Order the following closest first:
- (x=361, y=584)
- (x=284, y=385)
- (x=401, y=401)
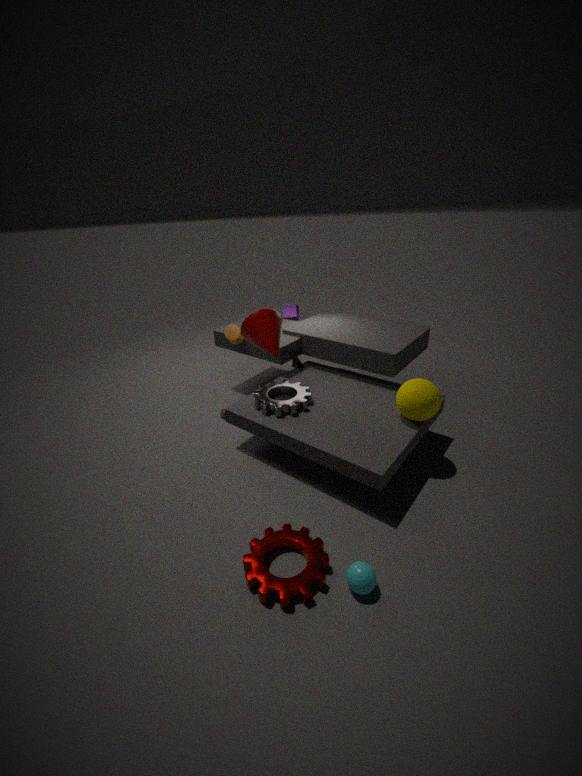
(x=361, y=584)
(x=401, y=401)
(x=284, y=385)
